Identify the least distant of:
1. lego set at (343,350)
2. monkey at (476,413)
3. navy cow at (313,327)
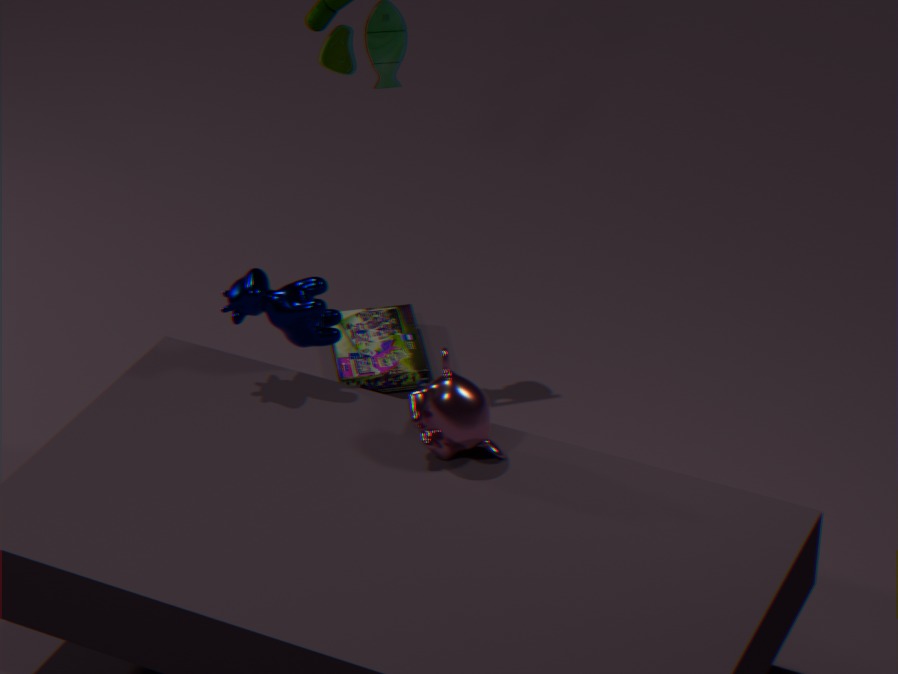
monkey at (476,413)
